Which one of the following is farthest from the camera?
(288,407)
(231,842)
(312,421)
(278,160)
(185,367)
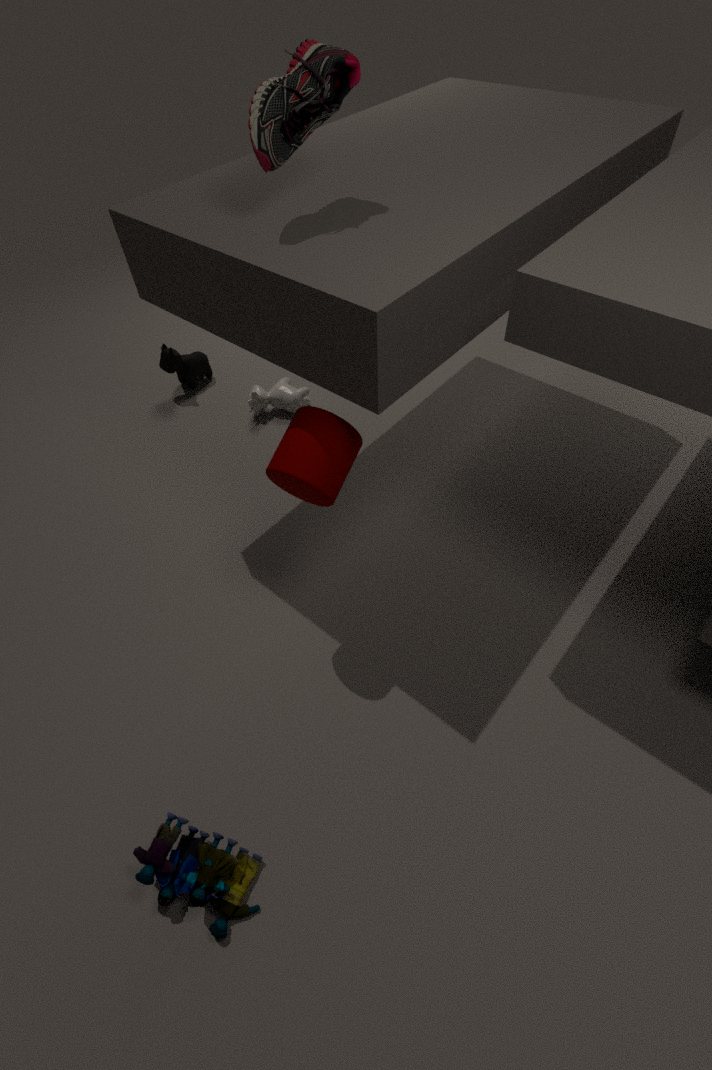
(185,367)
